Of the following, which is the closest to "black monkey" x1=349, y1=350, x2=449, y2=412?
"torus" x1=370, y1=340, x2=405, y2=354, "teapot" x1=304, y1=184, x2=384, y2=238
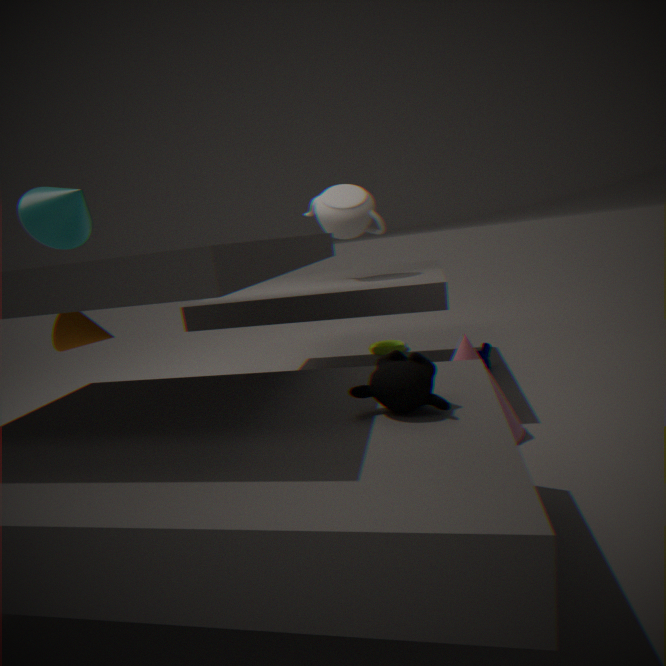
"teapot" x1=304, y1=184, x2=384, y2=238
